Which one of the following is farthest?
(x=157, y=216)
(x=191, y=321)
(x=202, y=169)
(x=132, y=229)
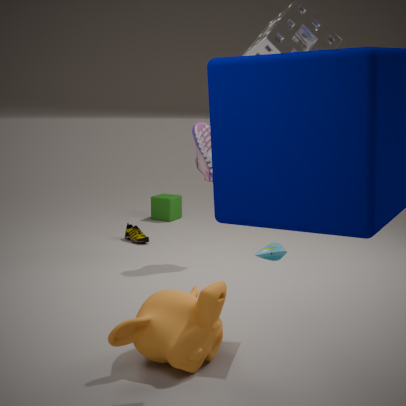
(x=157, y=216)
